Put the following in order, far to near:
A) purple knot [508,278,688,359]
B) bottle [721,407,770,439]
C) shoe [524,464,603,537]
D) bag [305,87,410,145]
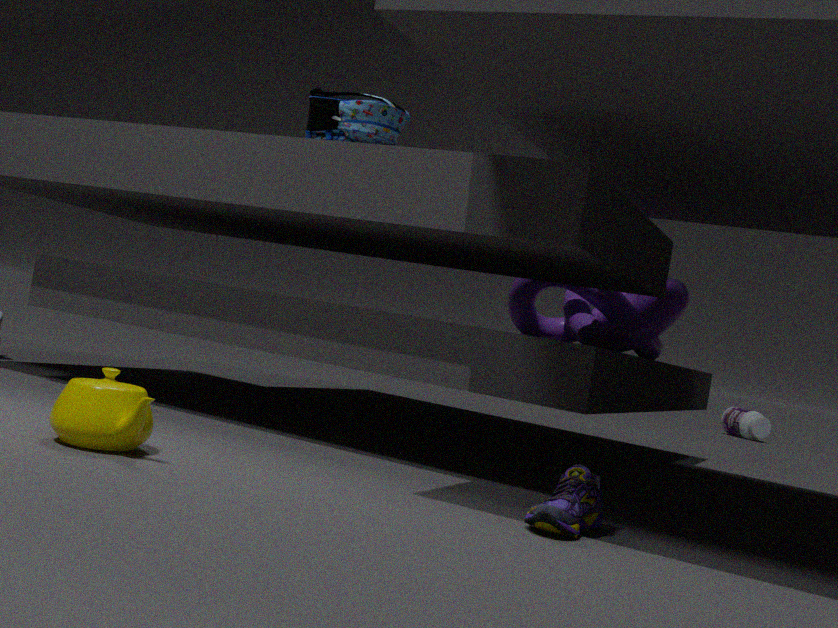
bottle [721,407,770,439], purple knot [508,278,688,359], bag [305,87,410,145], shoe [524,464,603,537]
